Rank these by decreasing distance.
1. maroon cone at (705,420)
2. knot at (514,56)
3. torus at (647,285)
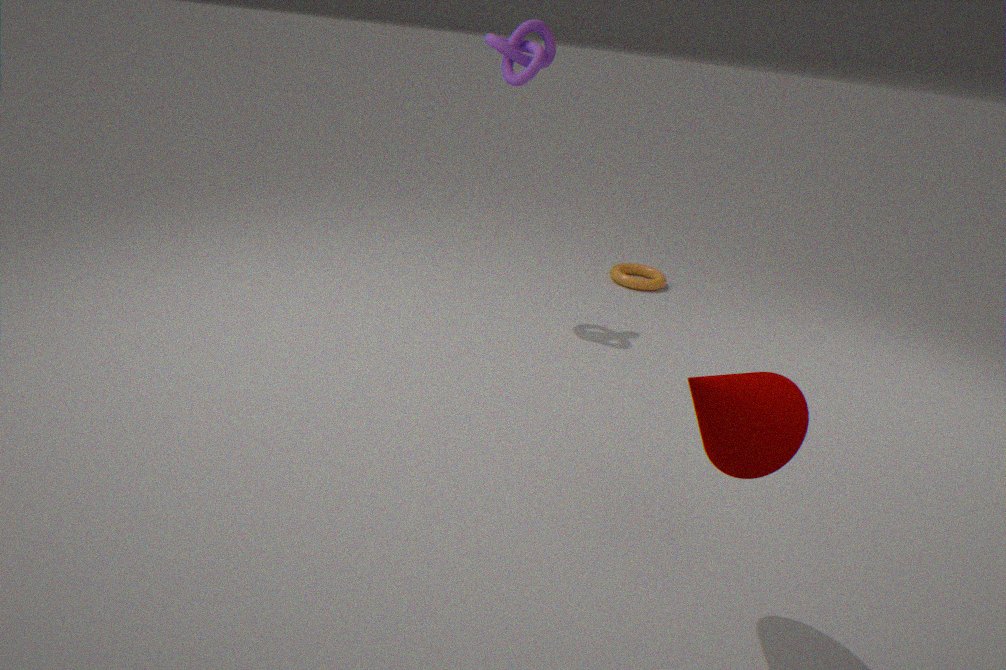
torus at (647,285) < knot at (514,56) < maroon cone at (705,420)
